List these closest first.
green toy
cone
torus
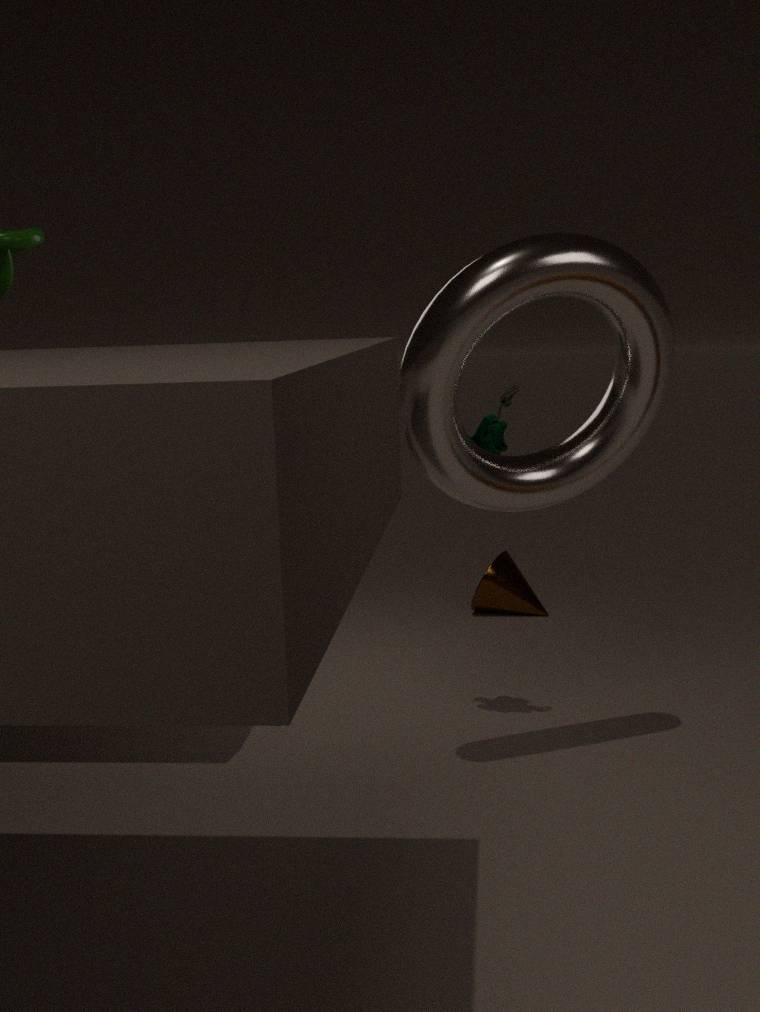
1. torus
2. green toy
3. cone
